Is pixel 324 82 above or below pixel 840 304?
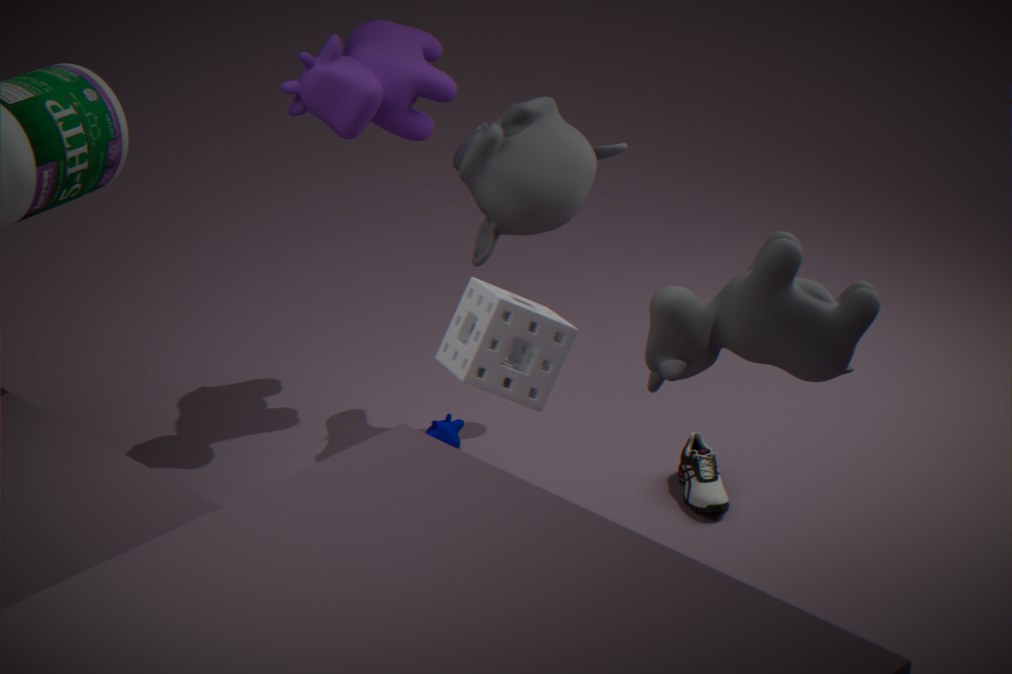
above
